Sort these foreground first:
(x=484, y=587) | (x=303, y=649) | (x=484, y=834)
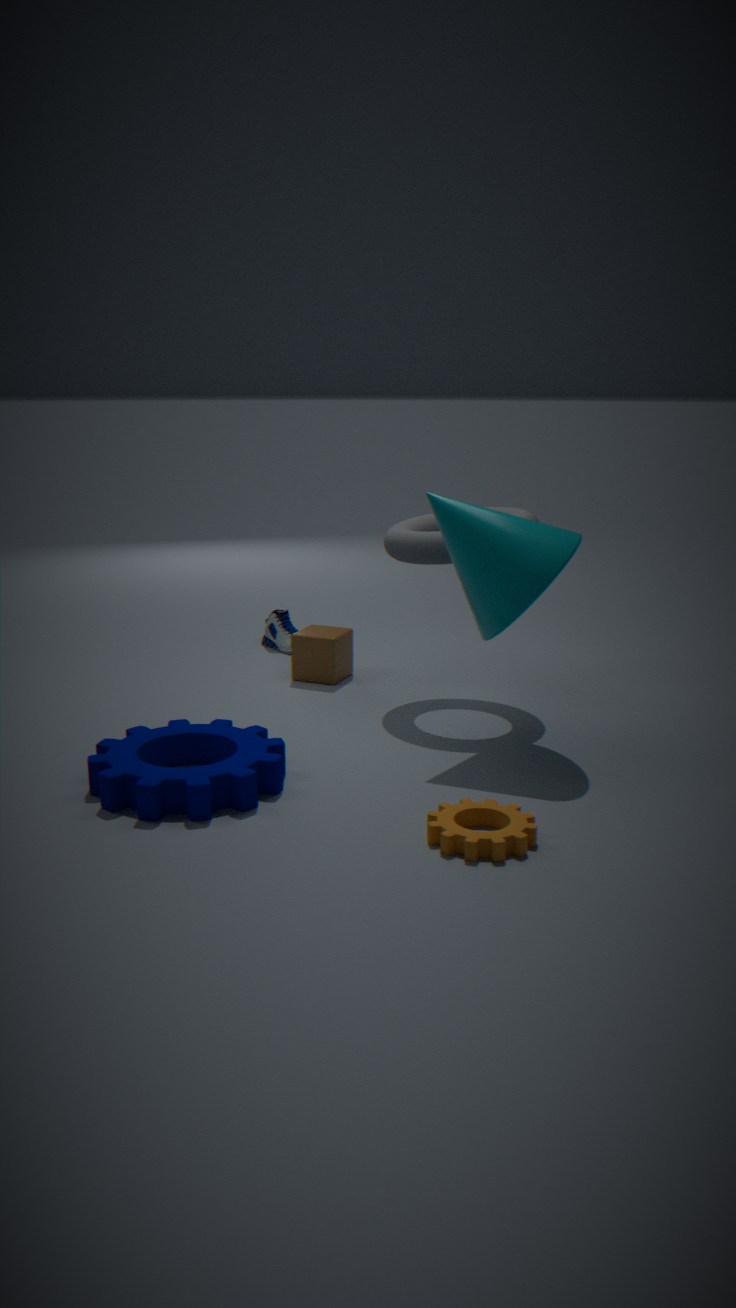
(x=484, y=834) → (x=484, y=587) → (x=303, y=649)
